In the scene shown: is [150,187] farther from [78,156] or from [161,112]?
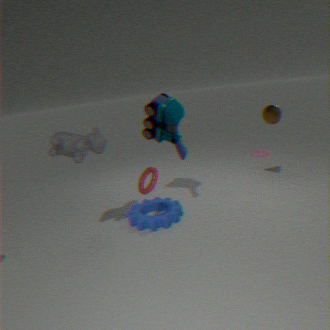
[161,112]
